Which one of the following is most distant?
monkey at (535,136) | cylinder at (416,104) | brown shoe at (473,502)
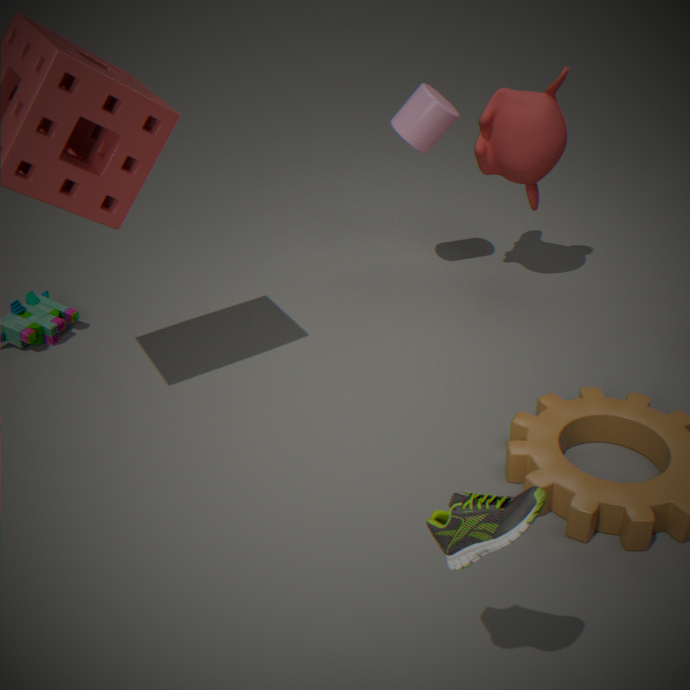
cylinder at (416,104)
